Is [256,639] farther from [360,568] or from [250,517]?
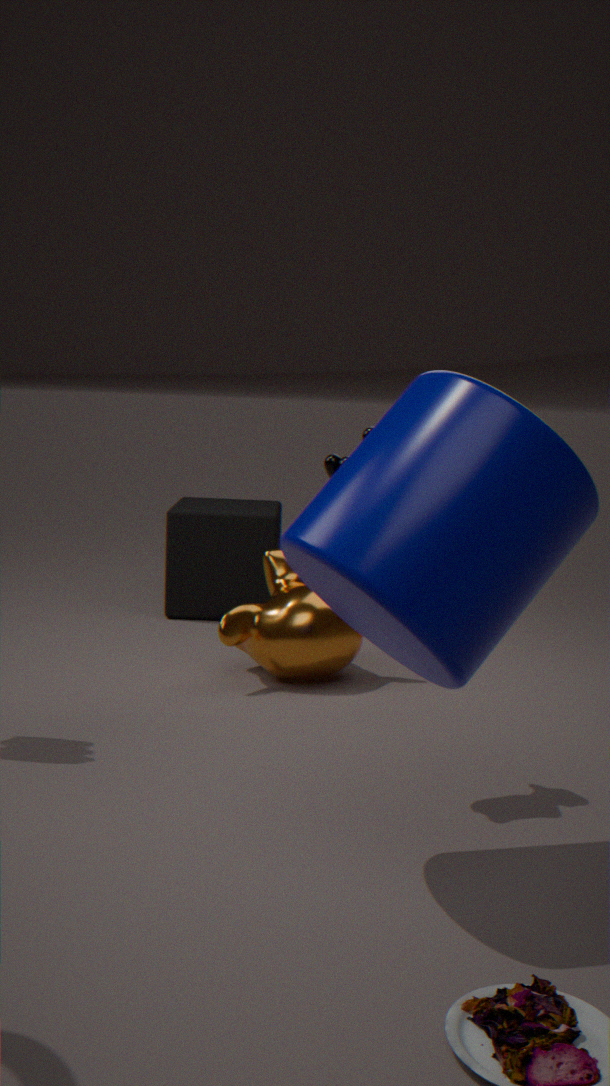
[360,568]
